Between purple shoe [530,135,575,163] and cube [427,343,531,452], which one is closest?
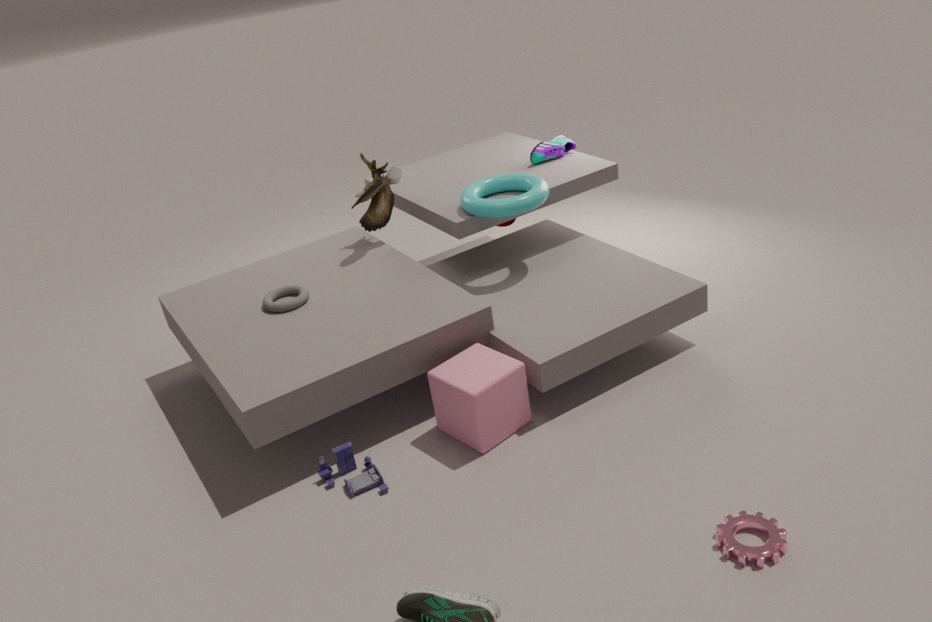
cube [427,343,531,452]
